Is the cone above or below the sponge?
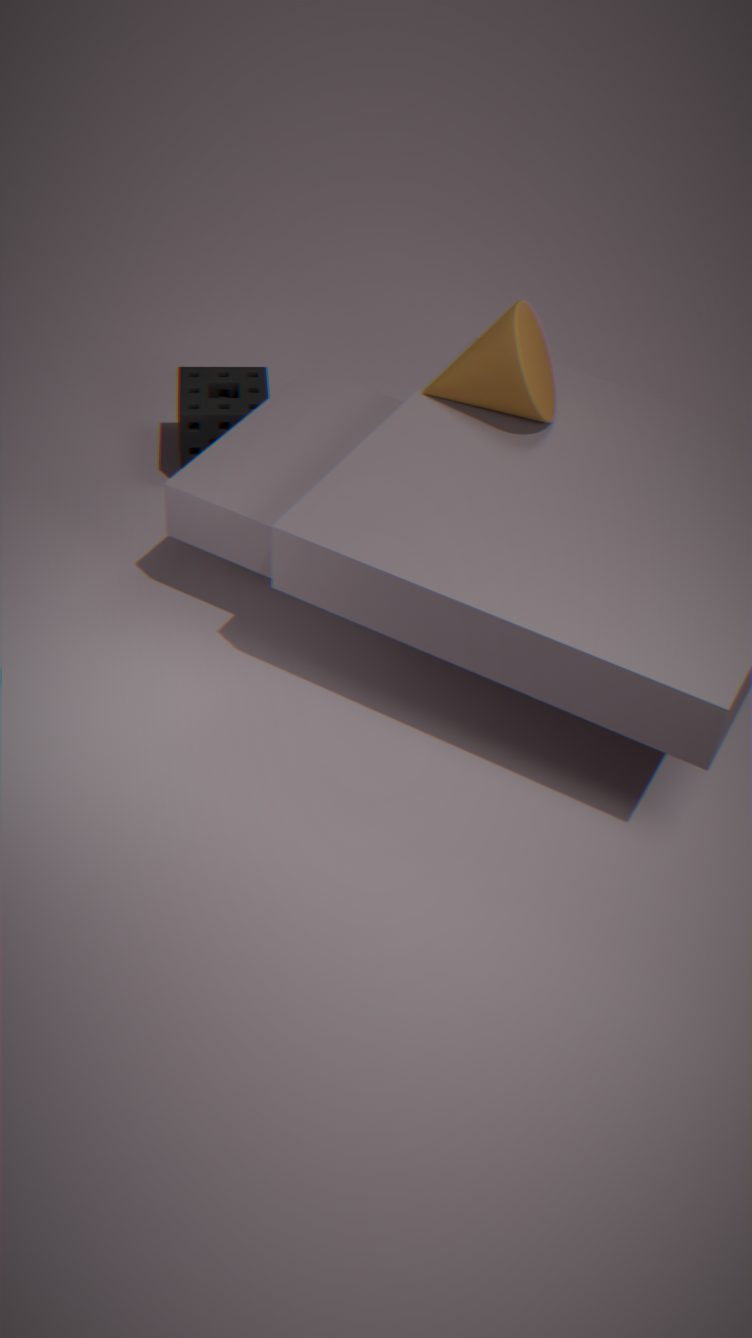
above
